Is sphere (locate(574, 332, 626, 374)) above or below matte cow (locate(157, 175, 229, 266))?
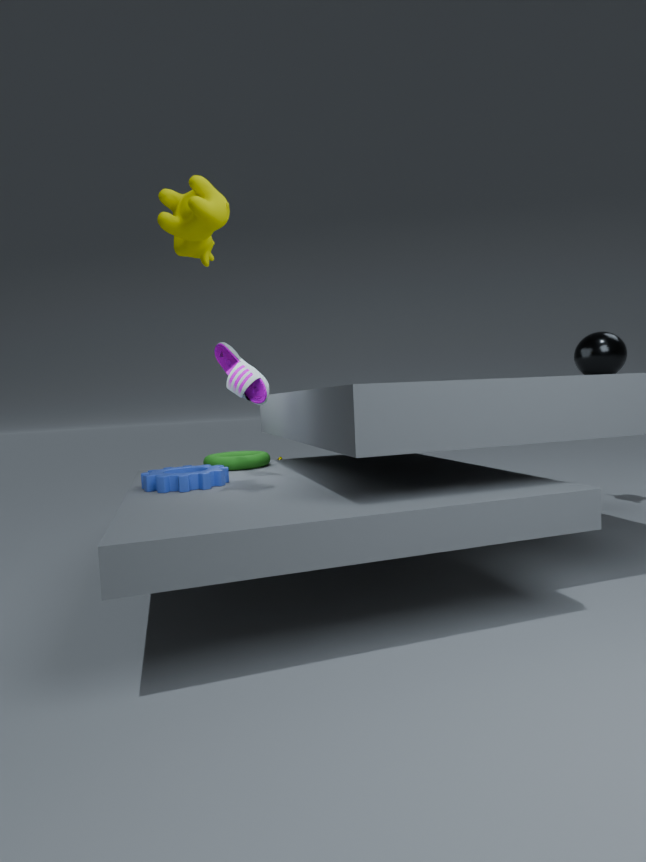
below
